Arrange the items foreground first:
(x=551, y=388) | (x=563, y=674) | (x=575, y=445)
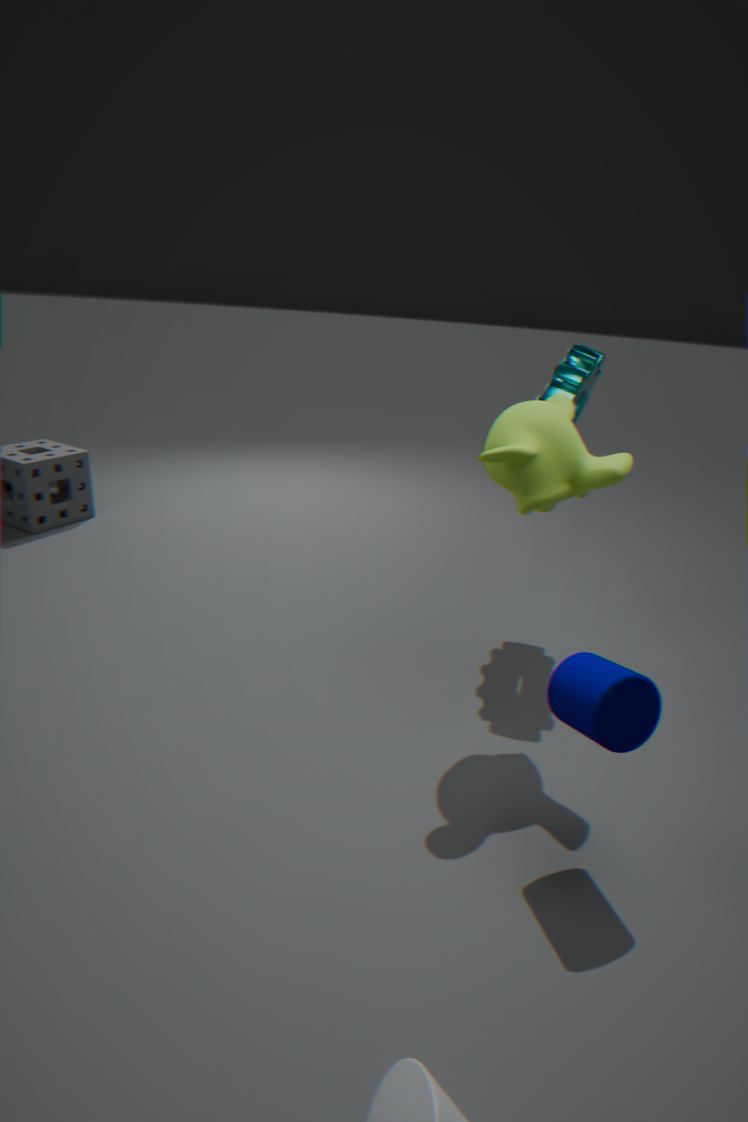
1. (x=563, y=674)
2. (x=575, y=445)
3. (x=551, y=388)
